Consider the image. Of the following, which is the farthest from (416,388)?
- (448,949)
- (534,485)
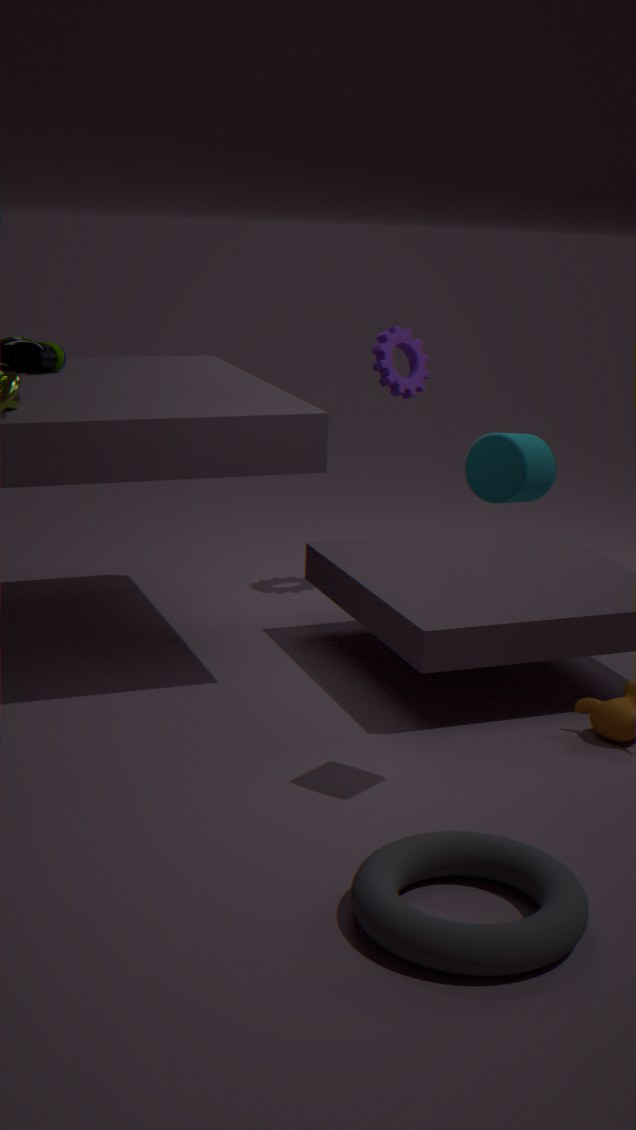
(448,949)
